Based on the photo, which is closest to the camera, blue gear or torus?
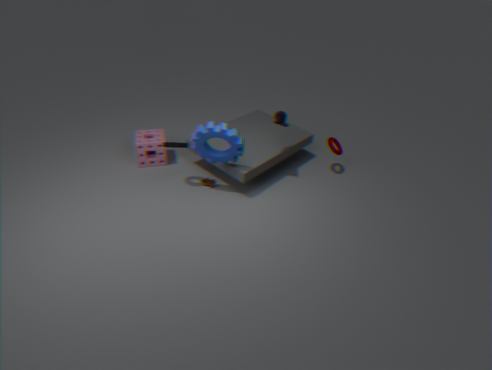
blue gear
